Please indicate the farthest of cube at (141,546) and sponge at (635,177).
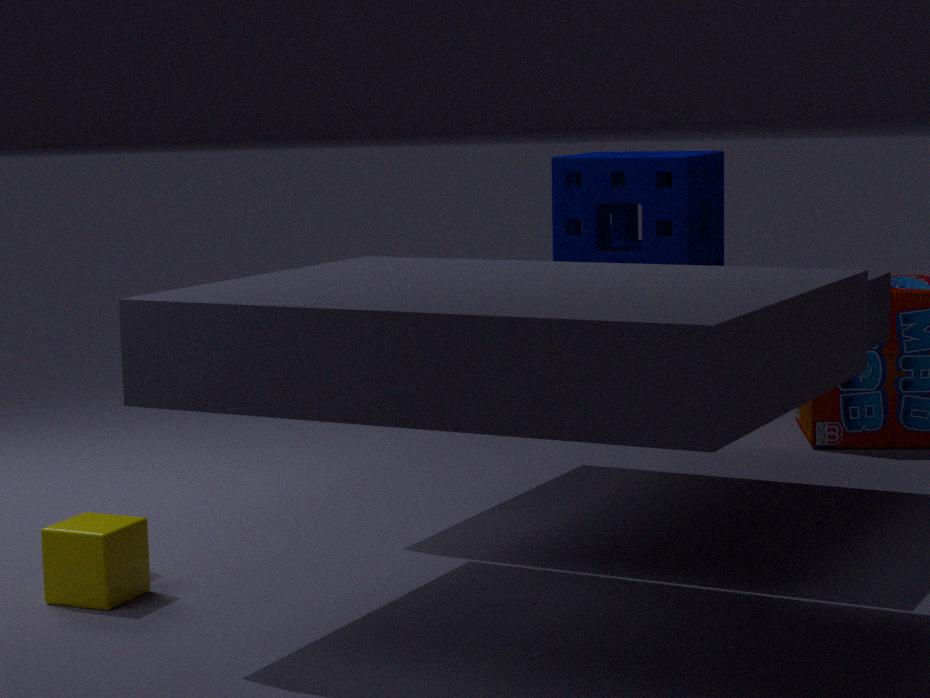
sponge at (635,177)
